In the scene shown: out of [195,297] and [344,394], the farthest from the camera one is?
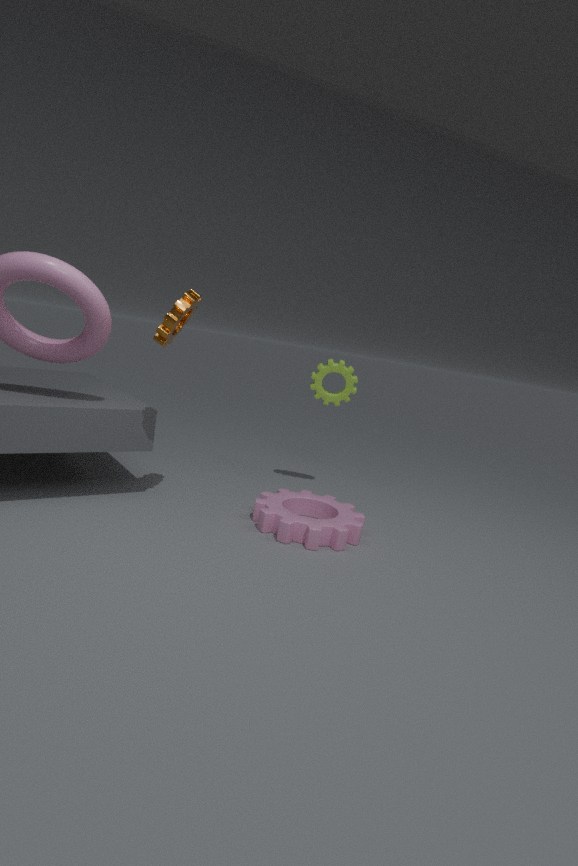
[344,394]
